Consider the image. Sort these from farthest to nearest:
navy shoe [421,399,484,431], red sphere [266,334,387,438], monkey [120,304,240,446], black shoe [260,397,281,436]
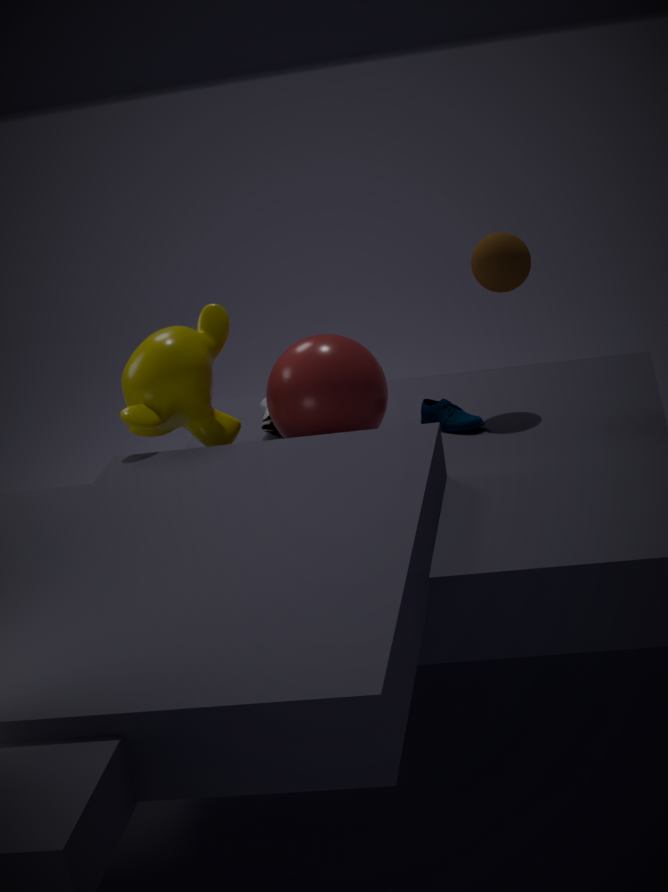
black shoe [260,397,281,436]
navy shoe [421,399,484,431]
red sphere [266,334,387,438]
monkey [120,304,240,446]
